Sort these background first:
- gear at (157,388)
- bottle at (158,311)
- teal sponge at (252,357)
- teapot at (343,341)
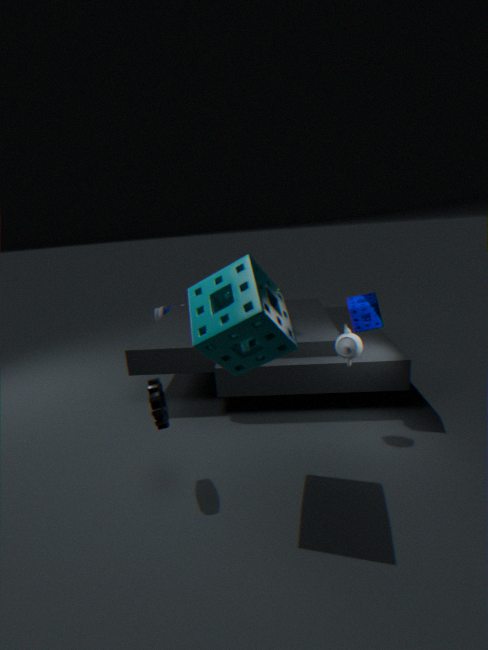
bottle at (158,311), teapot at (343,341), gear at (157,388), teal sponge at (252,357)
